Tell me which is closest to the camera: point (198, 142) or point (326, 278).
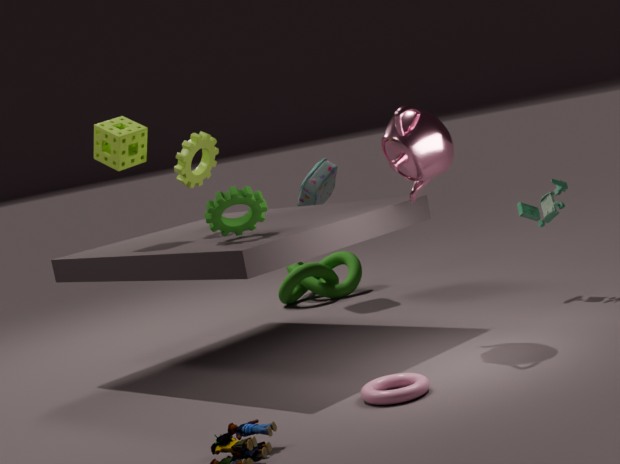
point (198, 142)
